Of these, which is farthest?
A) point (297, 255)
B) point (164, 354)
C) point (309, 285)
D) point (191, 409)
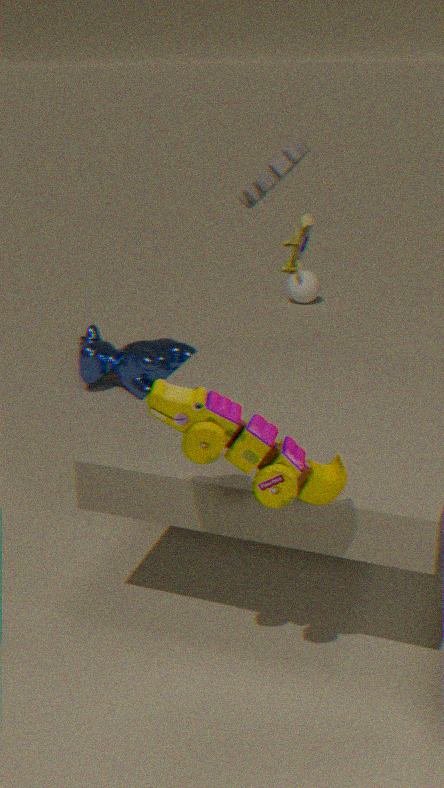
point (309, 285)
